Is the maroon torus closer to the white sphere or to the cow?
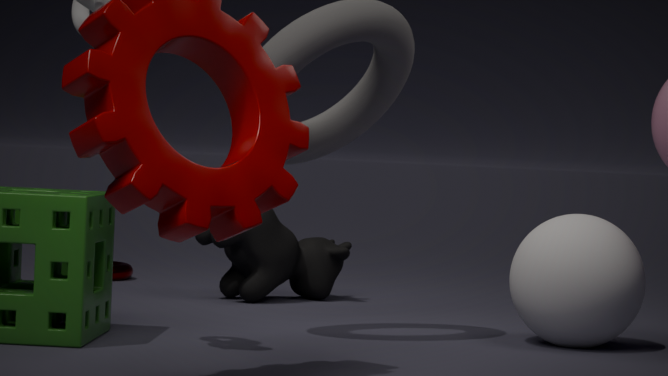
the cow
